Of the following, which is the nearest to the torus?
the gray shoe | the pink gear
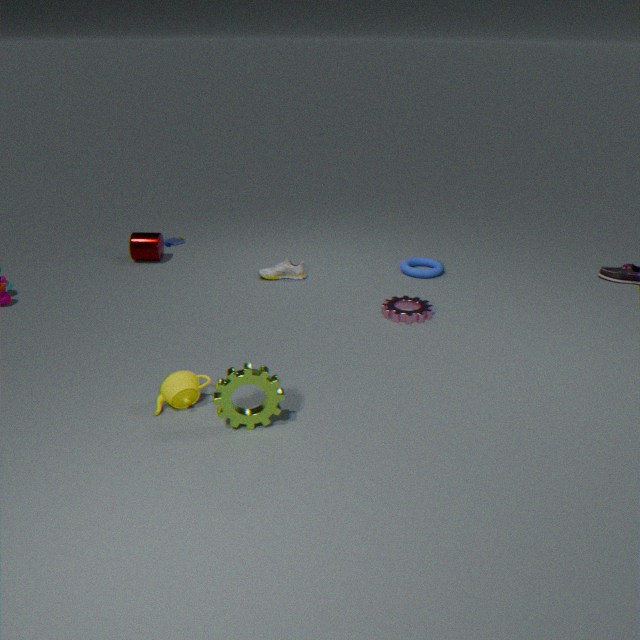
the pink gear
